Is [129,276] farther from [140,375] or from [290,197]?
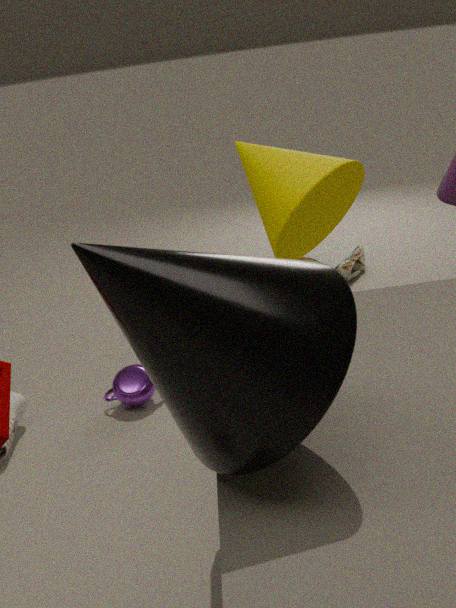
[140,375]
